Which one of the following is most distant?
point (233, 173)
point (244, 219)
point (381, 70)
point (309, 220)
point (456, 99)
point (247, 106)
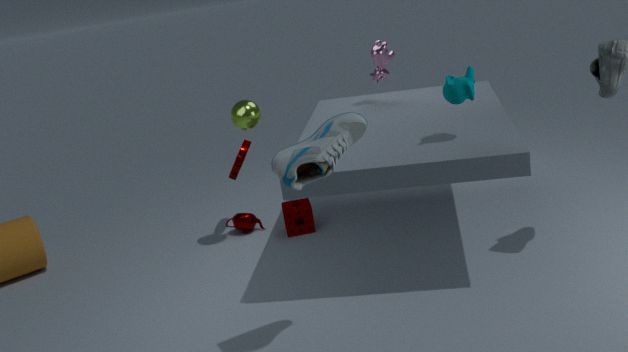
point (244, 219)
